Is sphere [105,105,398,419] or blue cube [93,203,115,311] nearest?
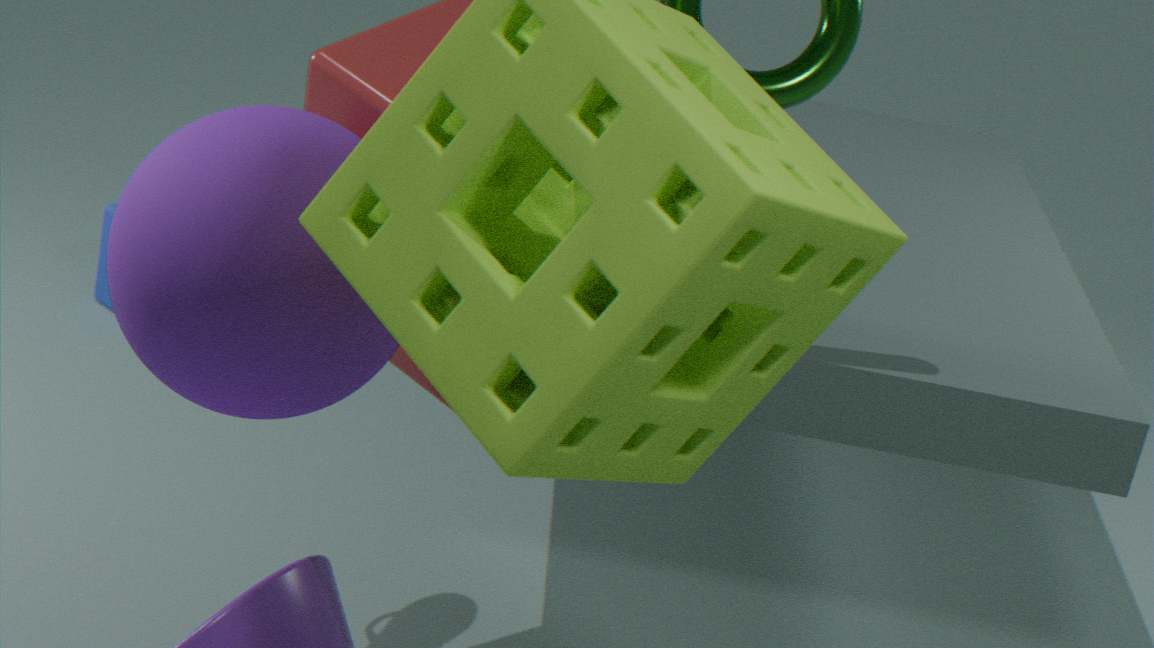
sphere [105,105,398,419]
